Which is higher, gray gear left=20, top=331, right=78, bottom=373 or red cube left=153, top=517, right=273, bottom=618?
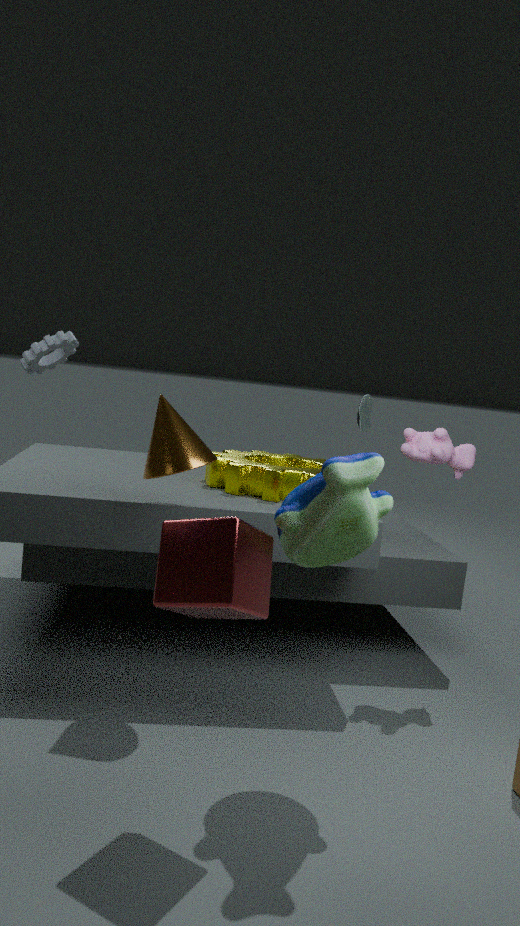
gray gear left=20, top=331, right=78, bottom=373
